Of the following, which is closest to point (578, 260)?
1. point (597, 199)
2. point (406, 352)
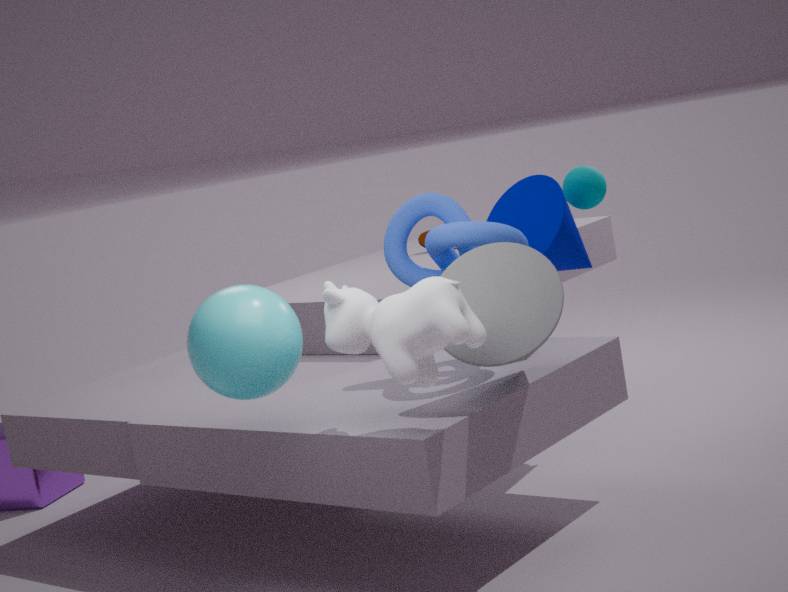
point (597, 199)
